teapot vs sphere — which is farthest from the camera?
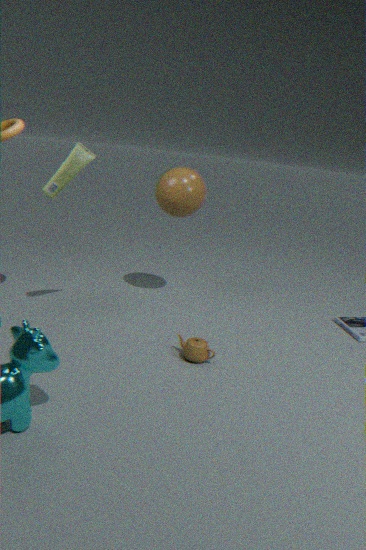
sphere
